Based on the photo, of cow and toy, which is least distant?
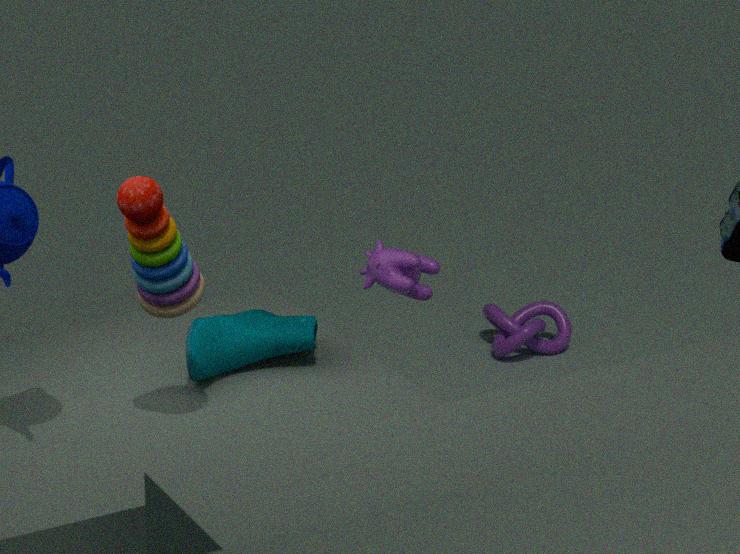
toy
